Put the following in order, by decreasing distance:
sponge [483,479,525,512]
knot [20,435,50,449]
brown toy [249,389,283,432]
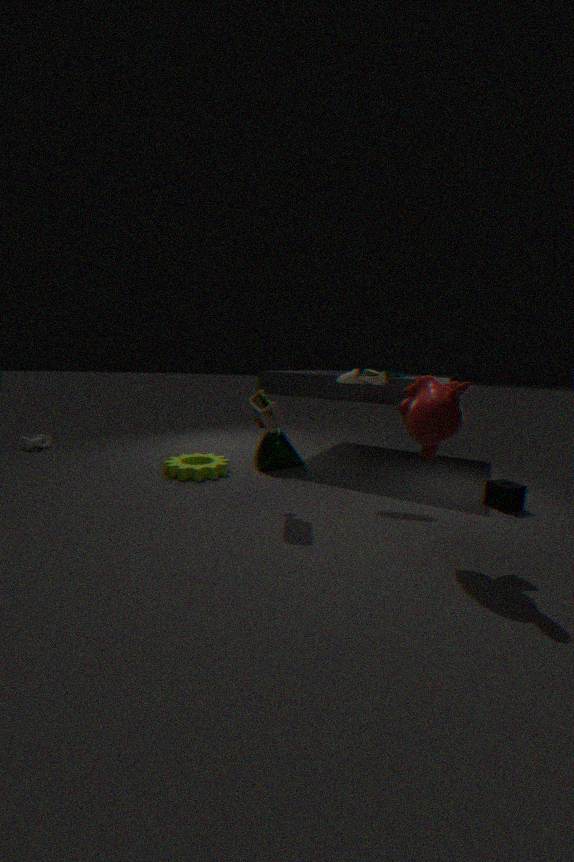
knot [20,435,50,449], sponge [483,479,525,512], brown toy [249,389,283,432]
